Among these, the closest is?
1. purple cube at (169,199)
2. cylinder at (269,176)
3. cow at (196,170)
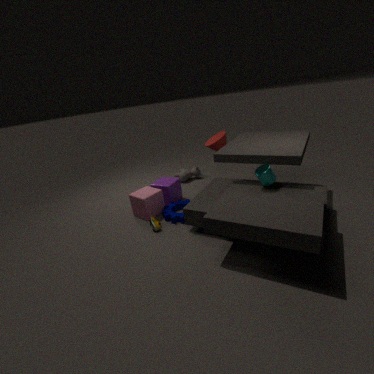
cylinder at (269,176)
